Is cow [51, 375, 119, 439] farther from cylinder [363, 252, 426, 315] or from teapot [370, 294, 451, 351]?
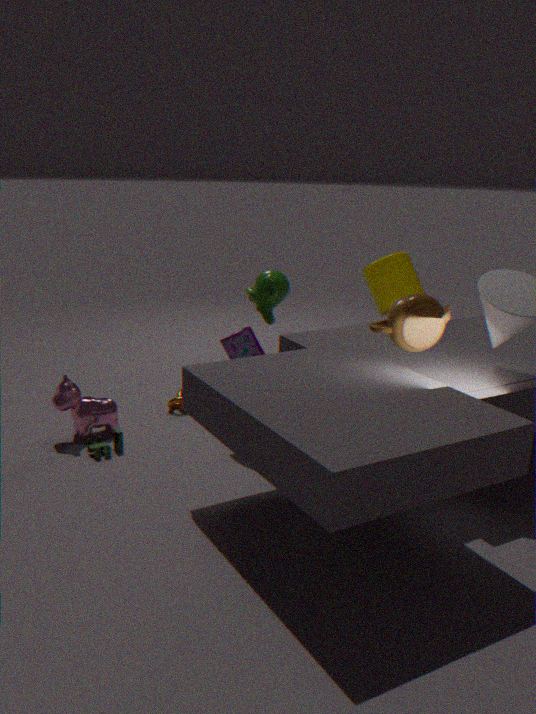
cylinder [363, 252, 426, 315]
